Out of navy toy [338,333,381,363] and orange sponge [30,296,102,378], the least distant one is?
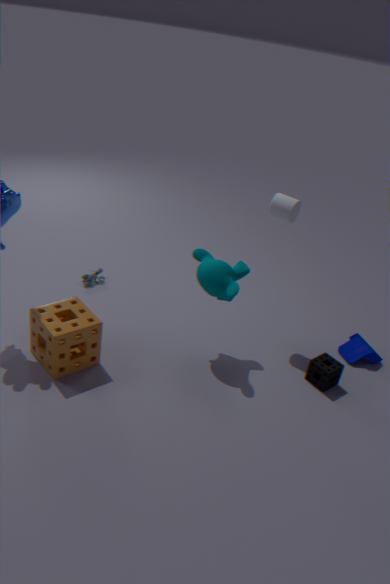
orange sponge [30,296,102,378]
